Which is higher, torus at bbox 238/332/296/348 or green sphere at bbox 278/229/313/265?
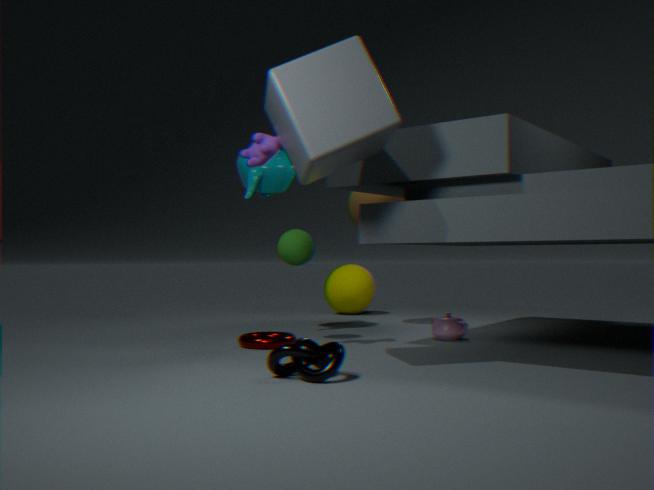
green sphere at bbox 278/229/313/265
